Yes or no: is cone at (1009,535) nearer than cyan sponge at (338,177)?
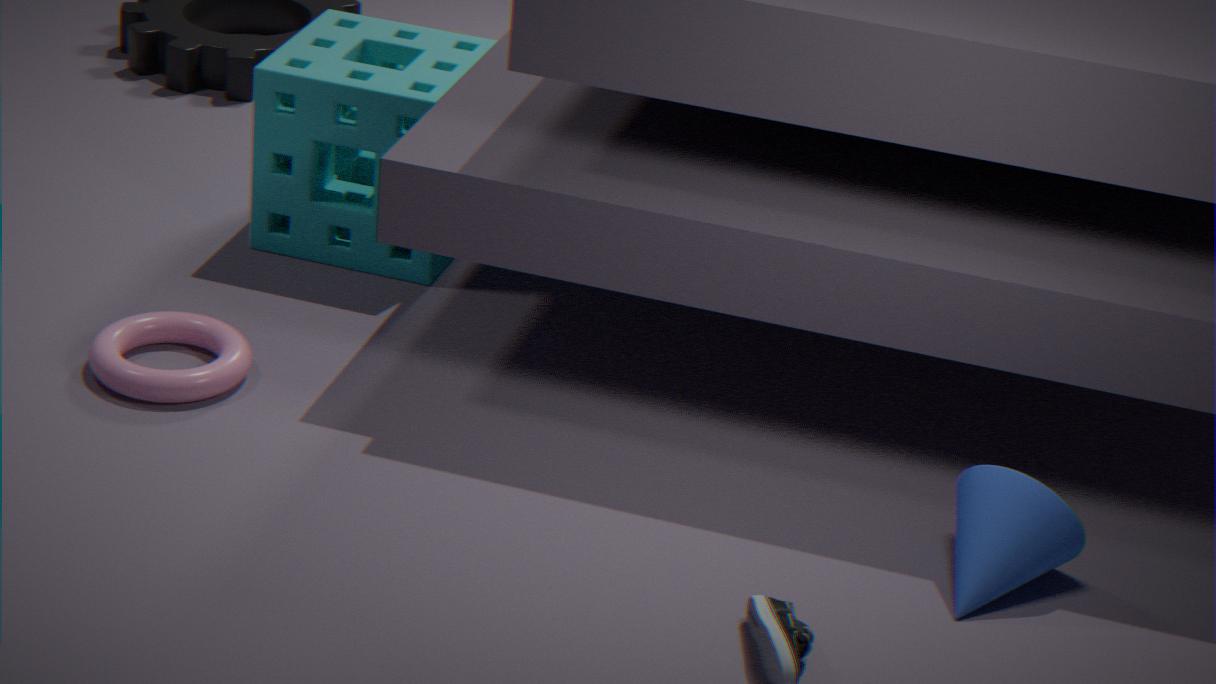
Yes
